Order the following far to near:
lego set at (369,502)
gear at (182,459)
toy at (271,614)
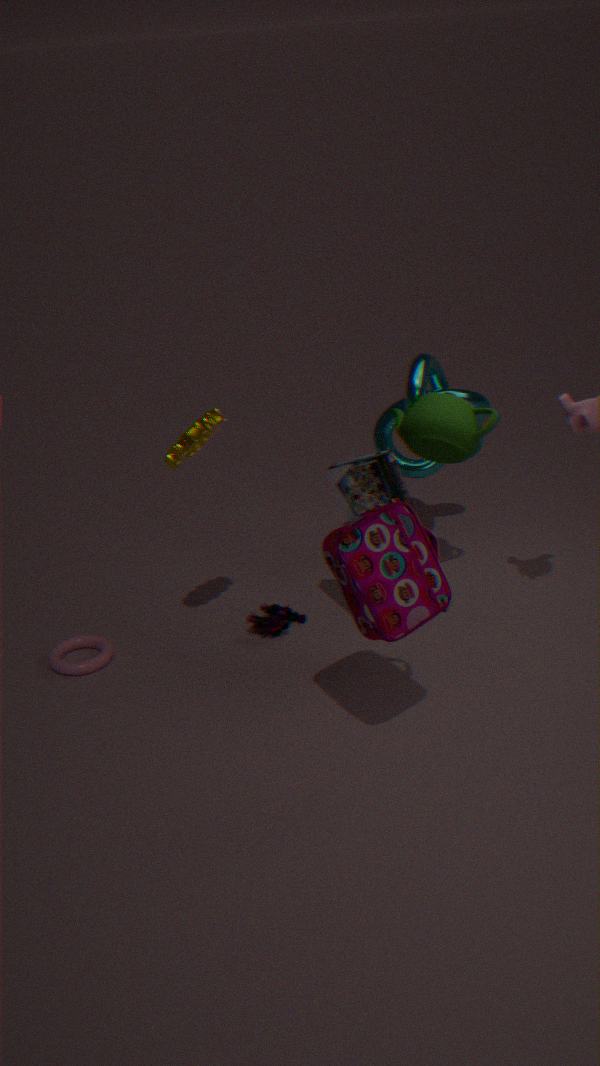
toy at (271,614) < lego set at (369,502) < gear at (182,459)
